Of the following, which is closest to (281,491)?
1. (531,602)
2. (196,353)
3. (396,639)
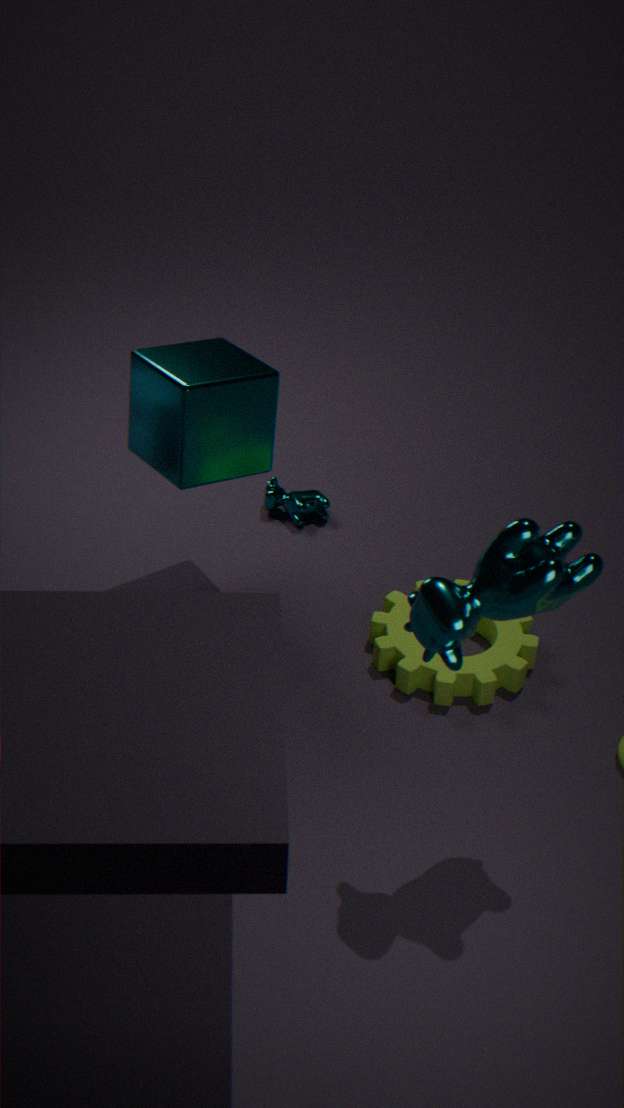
(196,353)
